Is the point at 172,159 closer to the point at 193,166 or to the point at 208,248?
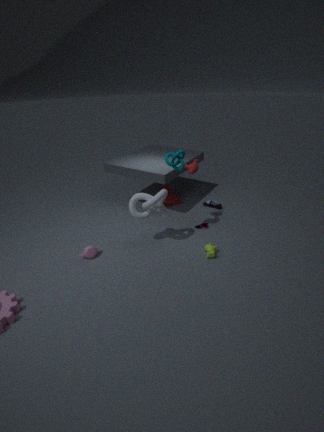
the point at 193,166
